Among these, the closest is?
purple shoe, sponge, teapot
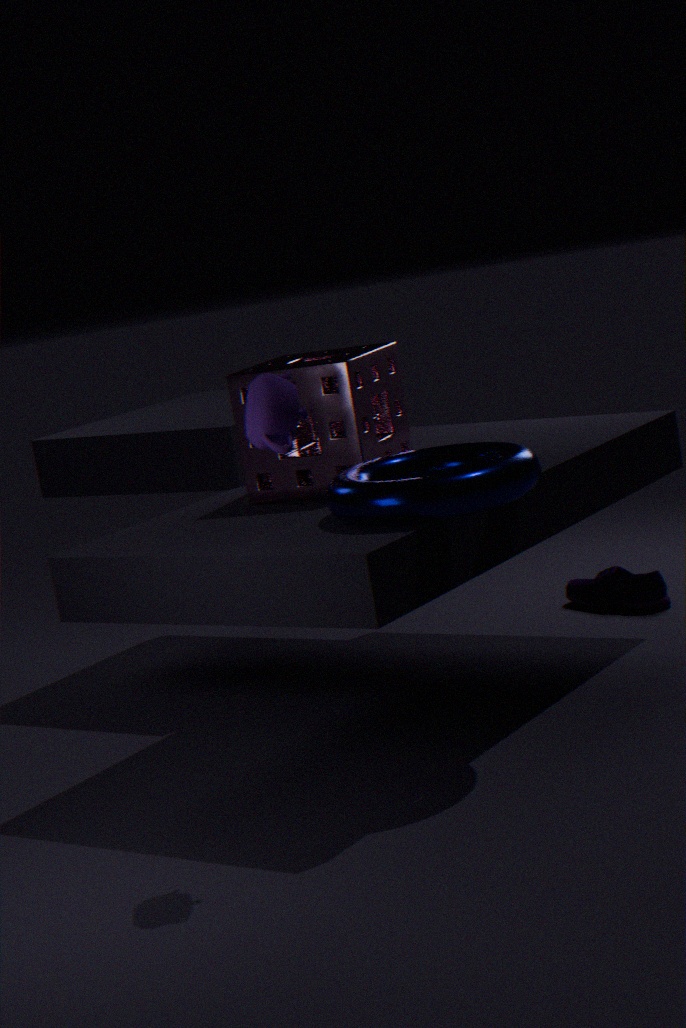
teapot
